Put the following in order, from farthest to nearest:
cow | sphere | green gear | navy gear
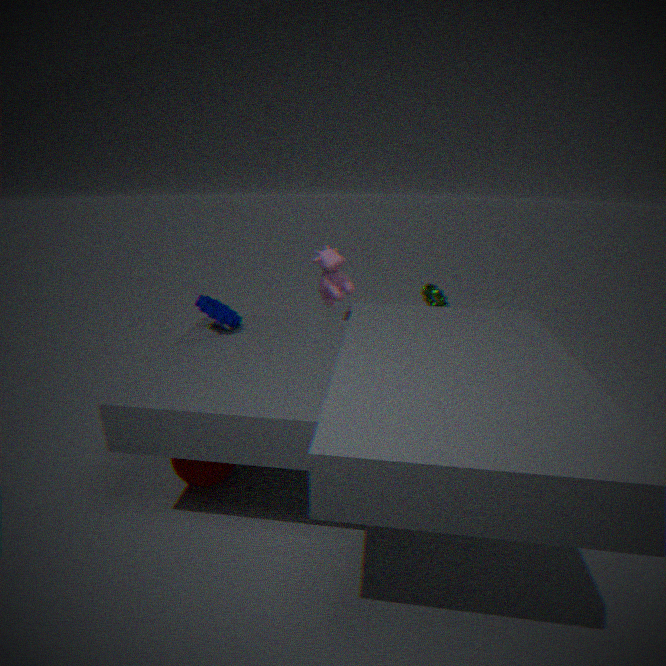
green gear, cow, navy gear, sphere
